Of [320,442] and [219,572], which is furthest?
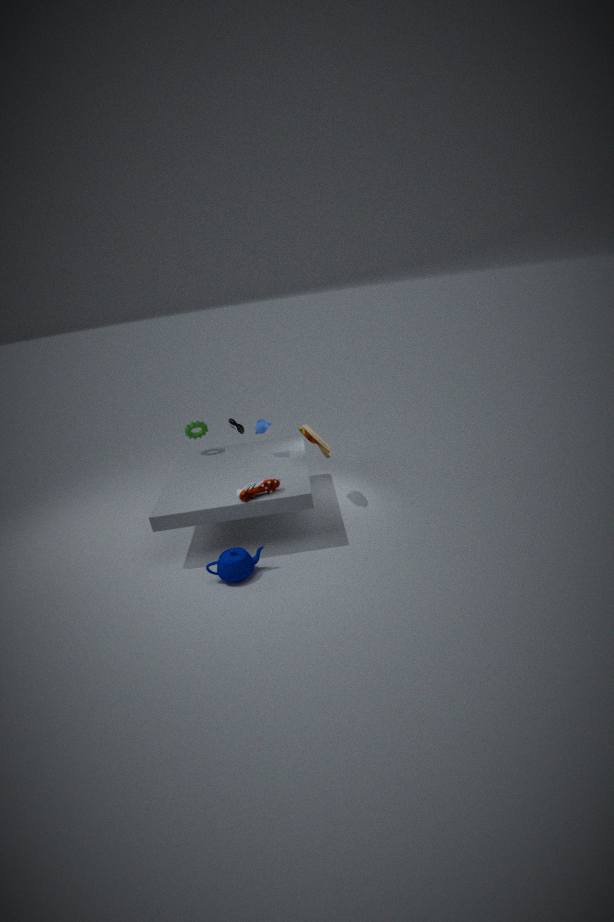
[320,442]
